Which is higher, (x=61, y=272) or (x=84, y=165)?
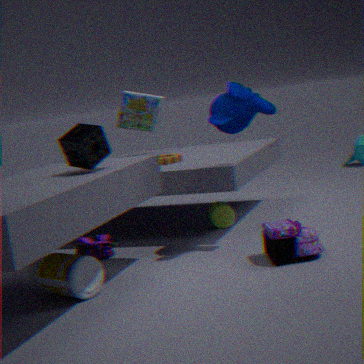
(x=84, y=165)
